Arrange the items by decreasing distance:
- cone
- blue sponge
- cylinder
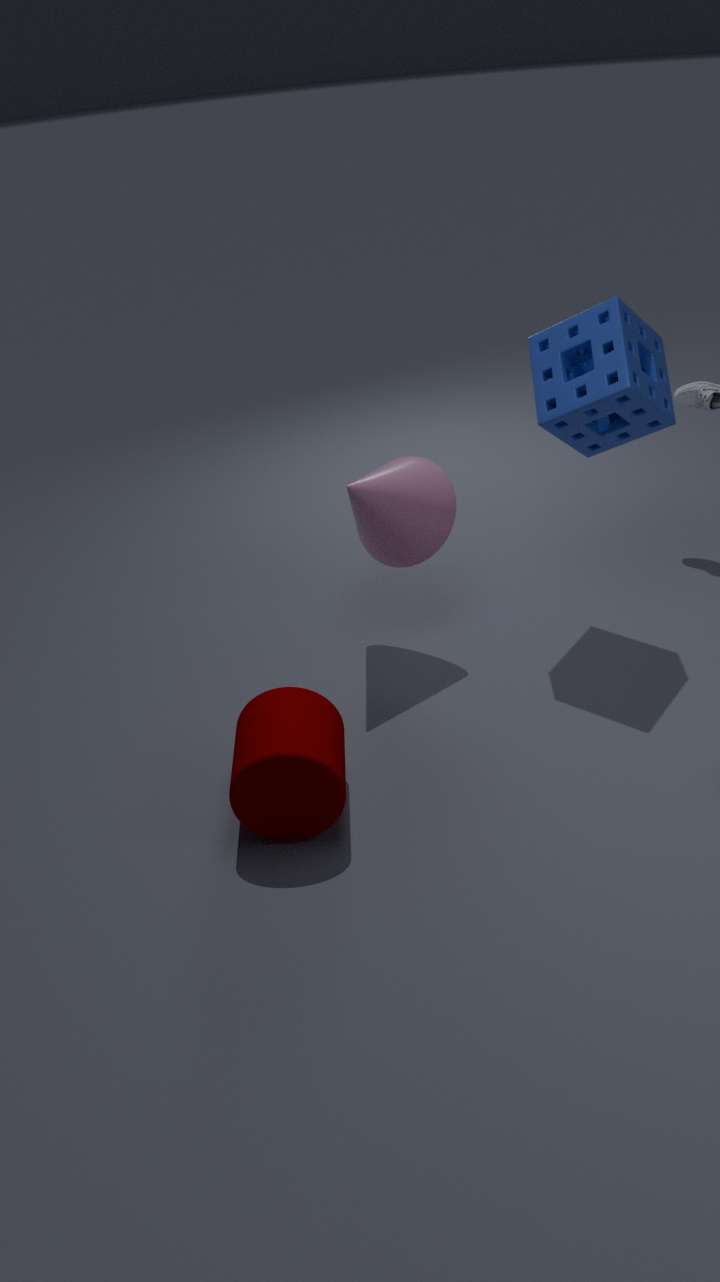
cone → blue sponge → cylinder
